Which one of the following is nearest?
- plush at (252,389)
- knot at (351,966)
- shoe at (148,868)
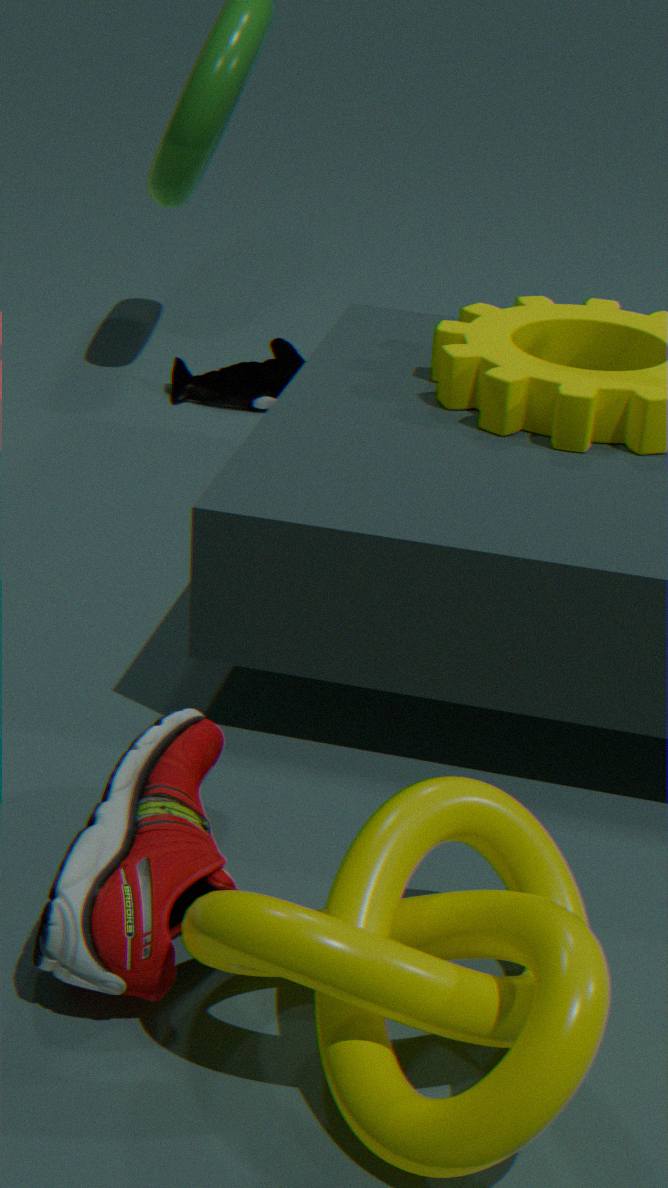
knot at (351,966)
